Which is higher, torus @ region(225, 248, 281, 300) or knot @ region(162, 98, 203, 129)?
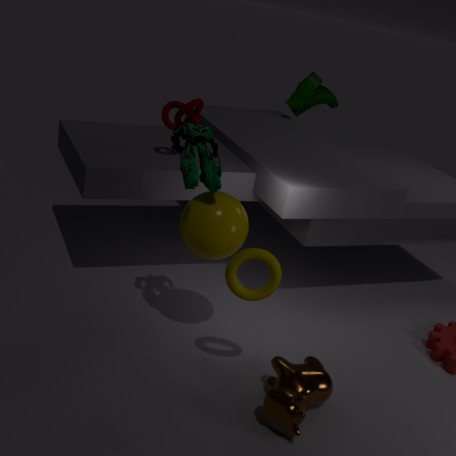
knot @ region(162, 98, 203, 129)
